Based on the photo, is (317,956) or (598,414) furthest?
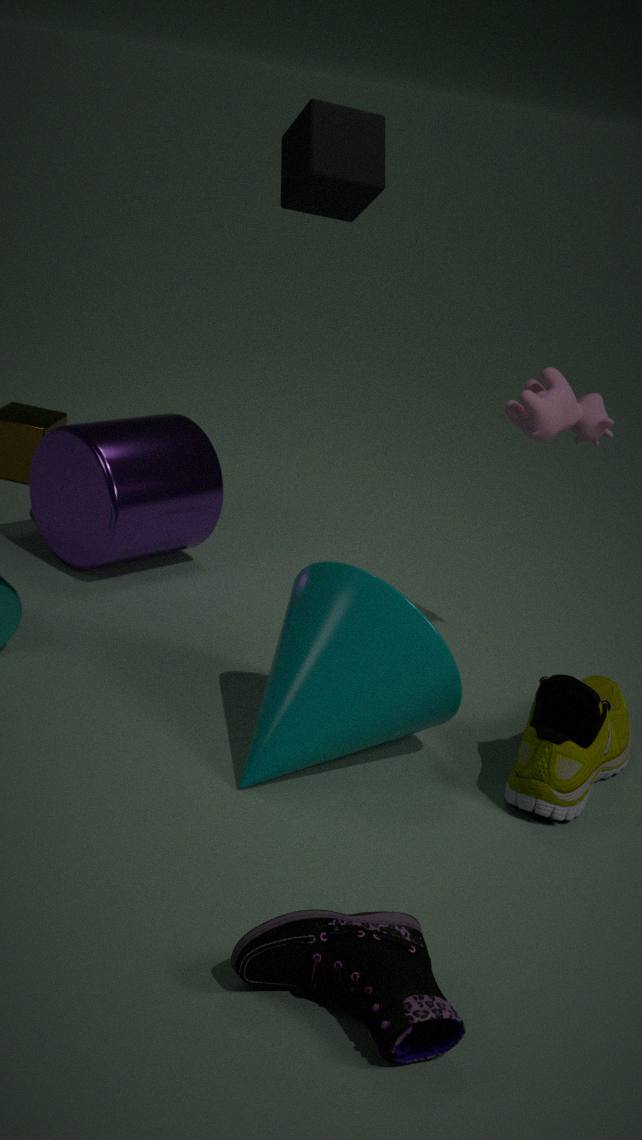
(598,414)
